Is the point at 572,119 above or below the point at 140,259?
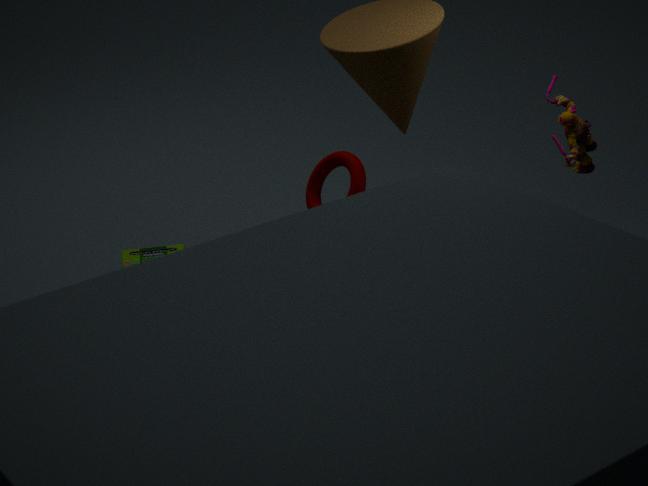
above
